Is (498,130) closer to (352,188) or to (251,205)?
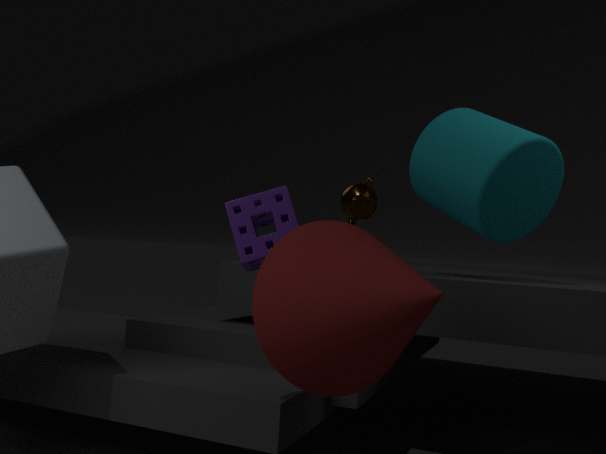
(352,188)
